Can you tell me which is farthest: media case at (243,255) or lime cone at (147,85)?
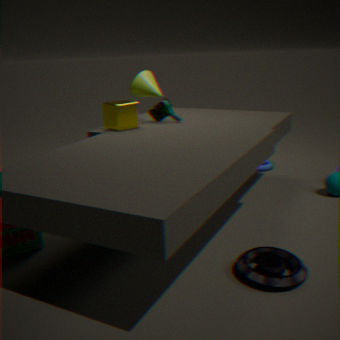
lime cone at (147,85)
